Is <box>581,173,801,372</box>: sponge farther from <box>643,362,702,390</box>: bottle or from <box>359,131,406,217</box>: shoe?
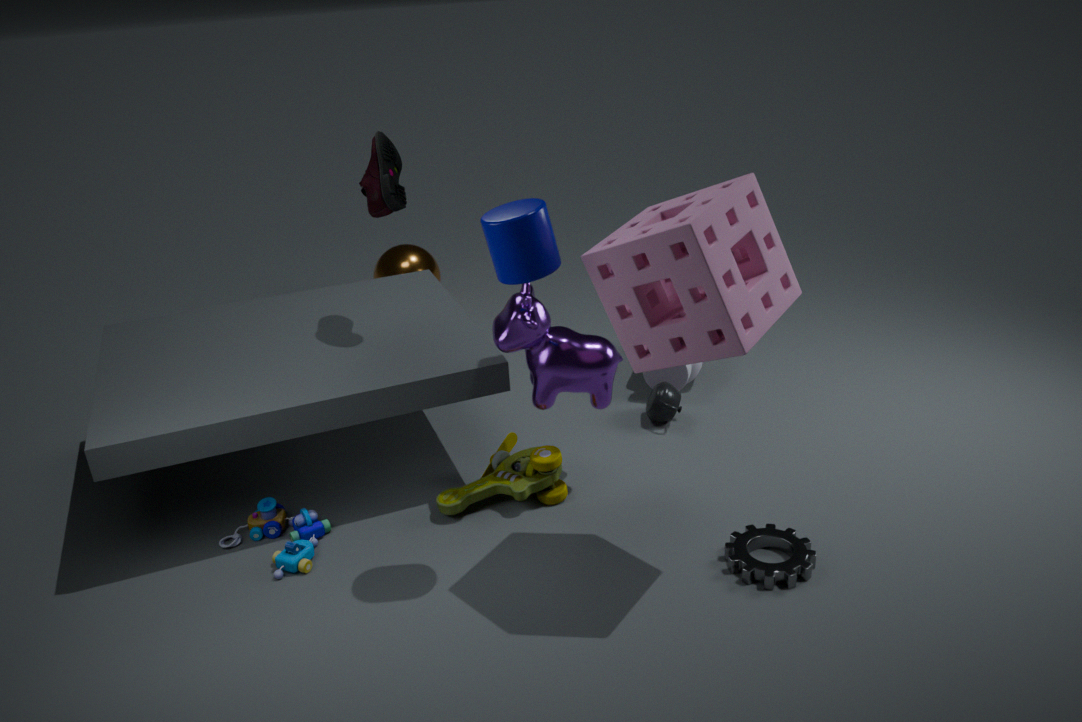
<box>643,362,702,390</box>: bottle
